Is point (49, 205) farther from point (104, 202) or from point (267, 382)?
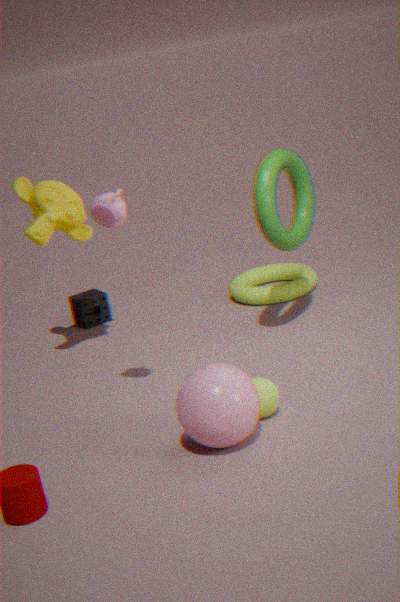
point (267, 382)
